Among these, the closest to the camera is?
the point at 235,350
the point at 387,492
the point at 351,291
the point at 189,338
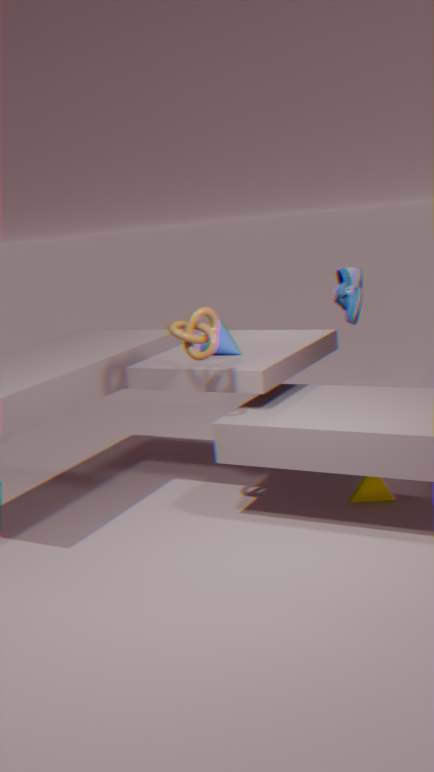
the point at 189,338
